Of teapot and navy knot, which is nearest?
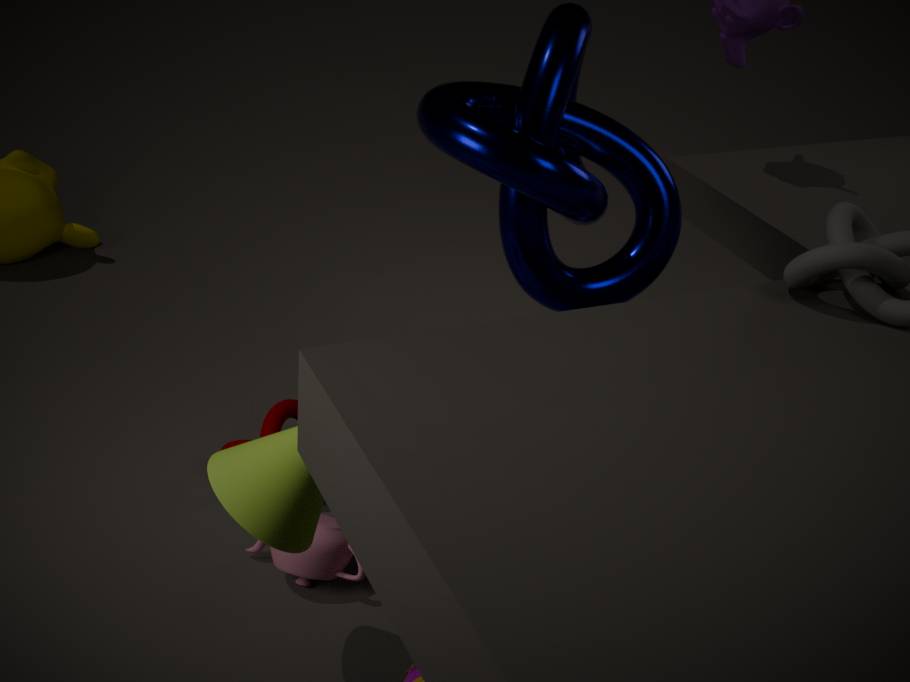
navy knot
